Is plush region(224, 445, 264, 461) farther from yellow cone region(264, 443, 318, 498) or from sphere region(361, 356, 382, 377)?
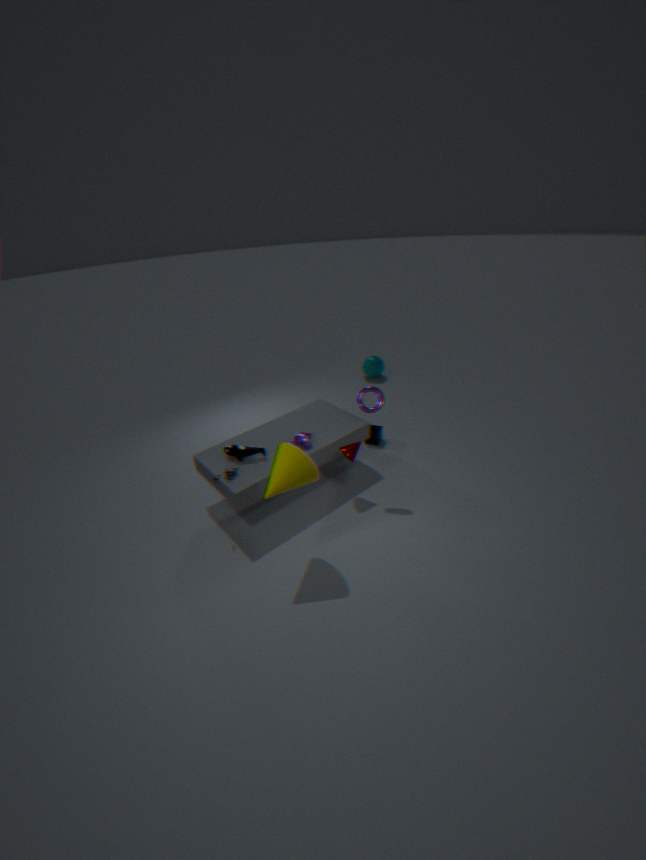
sphere region(361, 356, 382, 377)
